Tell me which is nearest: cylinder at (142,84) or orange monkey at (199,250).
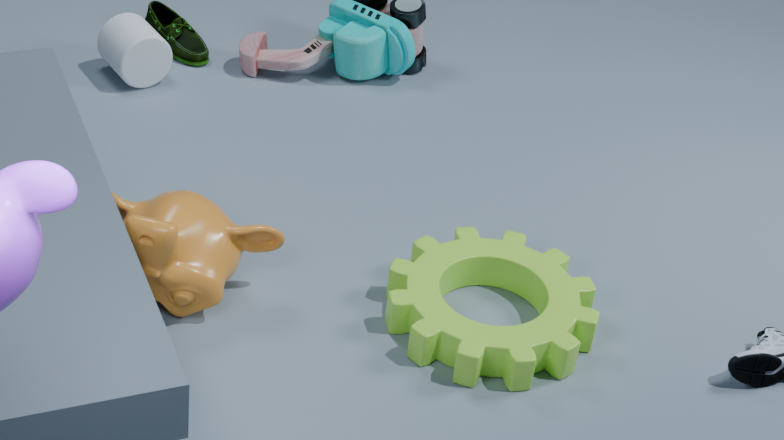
orange monkey at (199,250)
